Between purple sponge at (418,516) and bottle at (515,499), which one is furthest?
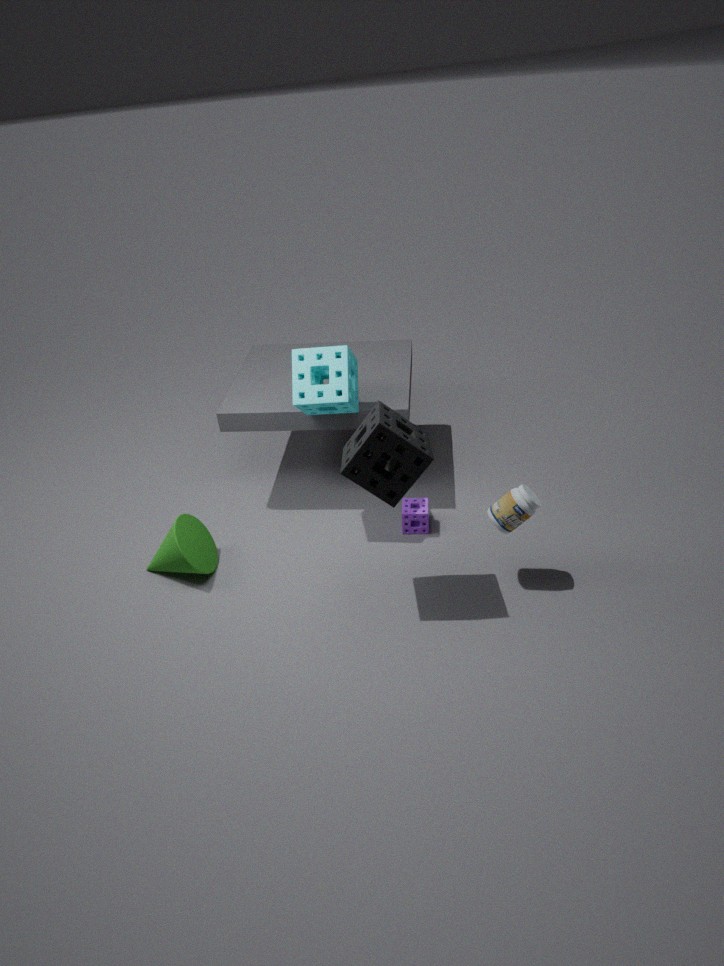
purple sponge at (418,516)
